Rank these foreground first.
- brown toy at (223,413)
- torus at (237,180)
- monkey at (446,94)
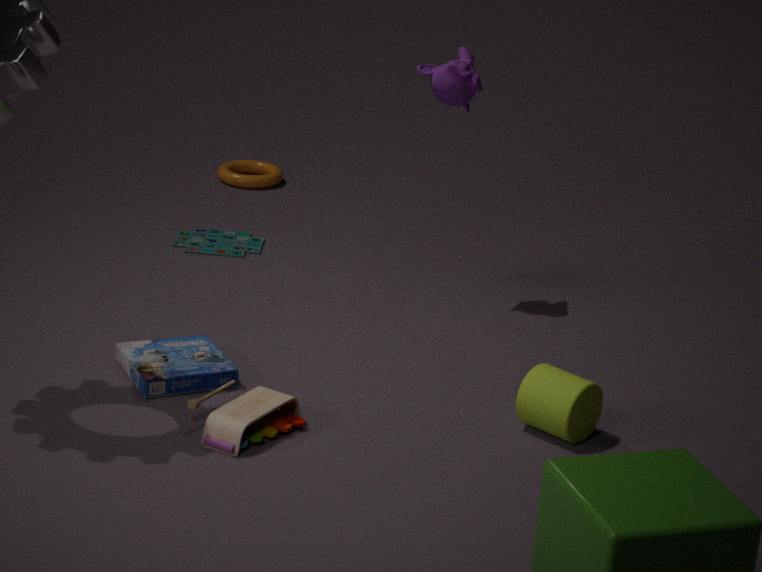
brown toy at (223,413) → monkey at (446,94) → torus at (237,180)
